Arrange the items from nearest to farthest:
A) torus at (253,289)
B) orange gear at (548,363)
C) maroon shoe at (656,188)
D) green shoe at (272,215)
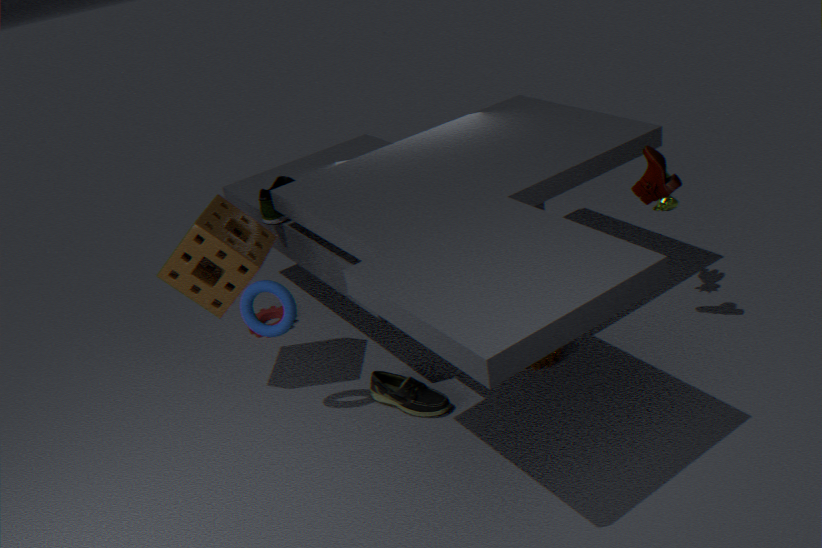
torus at (253,289), maroon shoe at (656,188), orange gear at (548,363), green shoe at (272,215)
